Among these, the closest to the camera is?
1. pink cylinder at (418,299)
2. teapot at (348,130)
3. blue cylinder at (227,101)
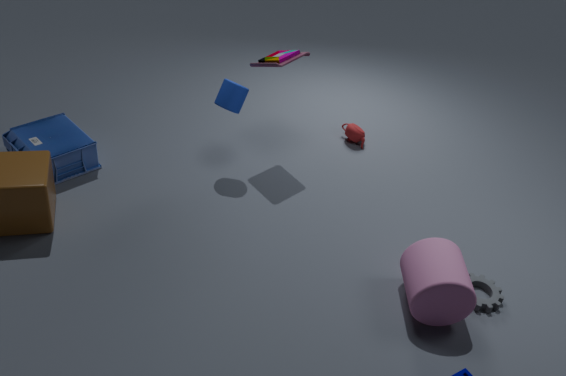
pink cylinder at (418,299)
